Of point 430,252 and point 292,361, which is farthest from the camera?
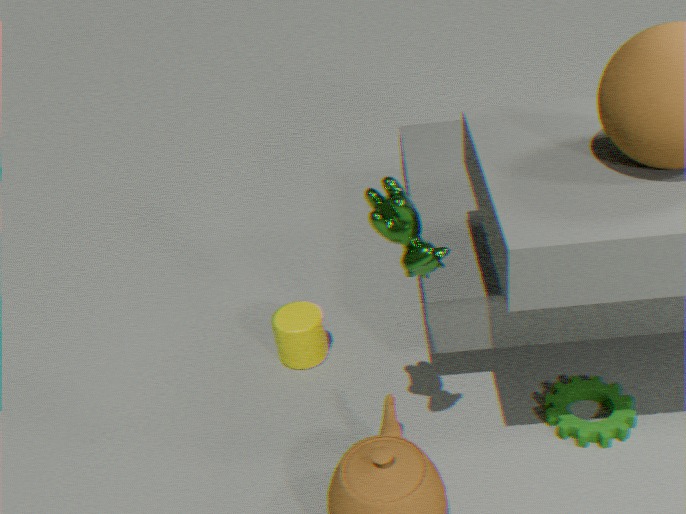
point 292,361
